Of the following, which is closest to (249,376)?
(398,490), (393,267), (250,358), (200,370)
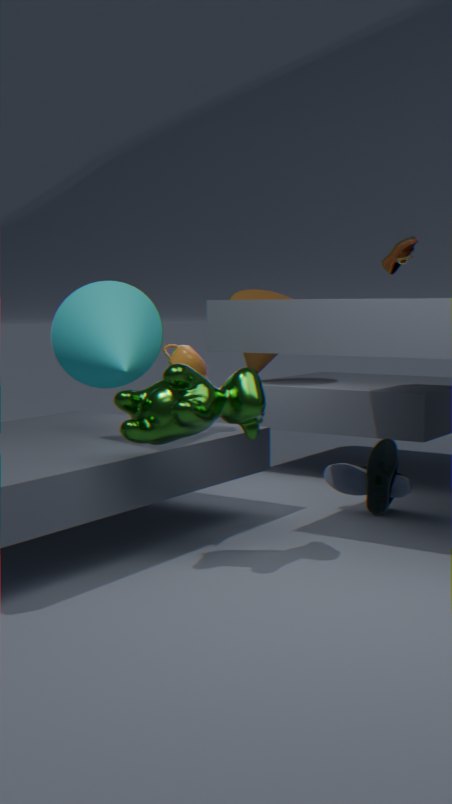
(200,370)
